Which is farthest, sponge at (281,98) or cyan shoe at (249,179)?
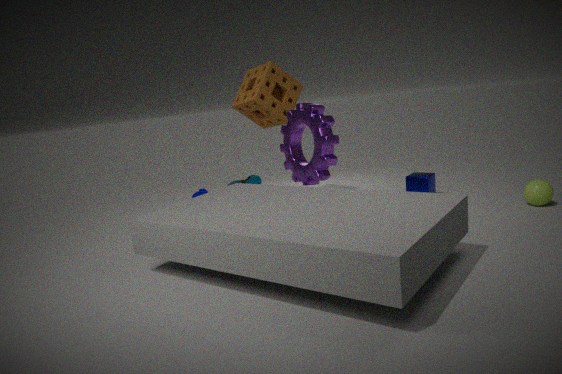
cyan shoe at (249,179)
